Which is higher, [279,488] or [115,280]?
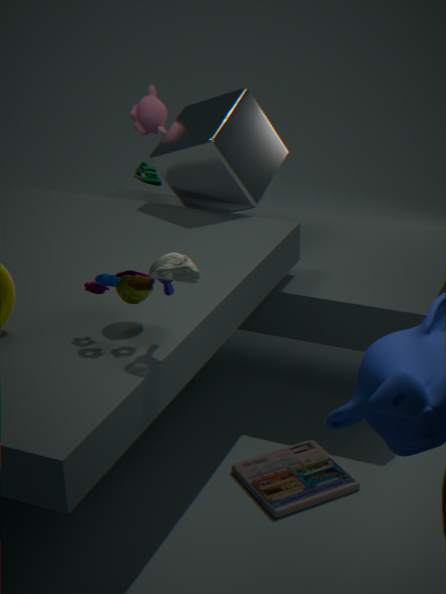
[115,280]
